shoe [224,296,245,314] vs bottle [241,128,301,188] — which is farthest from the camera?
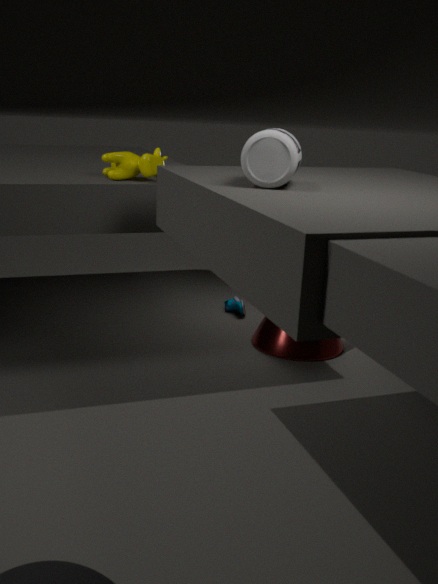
shoe [224,296,245,314]
